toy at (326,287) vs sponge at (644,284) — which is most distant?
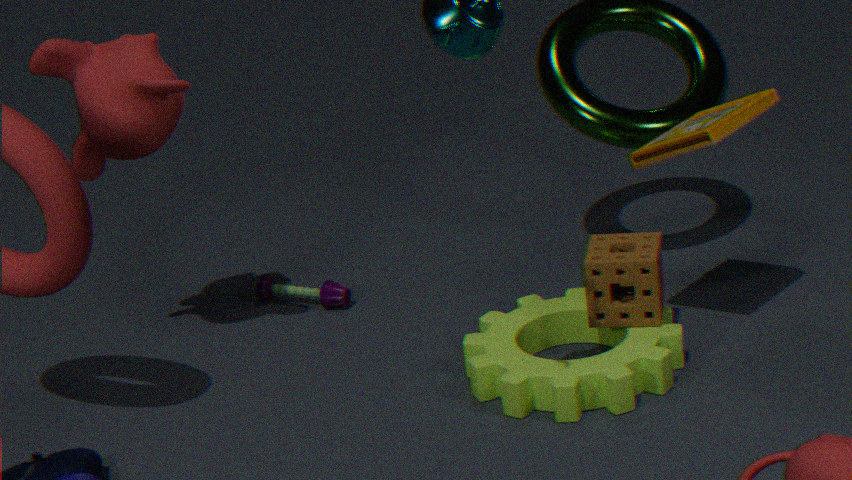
toy at (326,287)
